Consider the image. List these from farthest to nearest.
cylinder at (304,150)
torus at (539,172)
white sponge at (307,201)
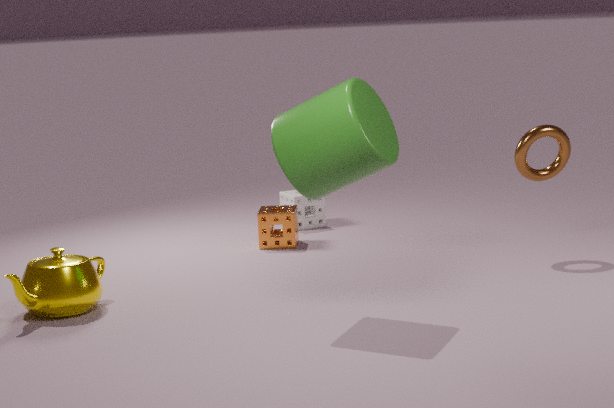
1. white sponge at (307,201)
2. torus at (539,172)
3. cylinder at (304,150)
